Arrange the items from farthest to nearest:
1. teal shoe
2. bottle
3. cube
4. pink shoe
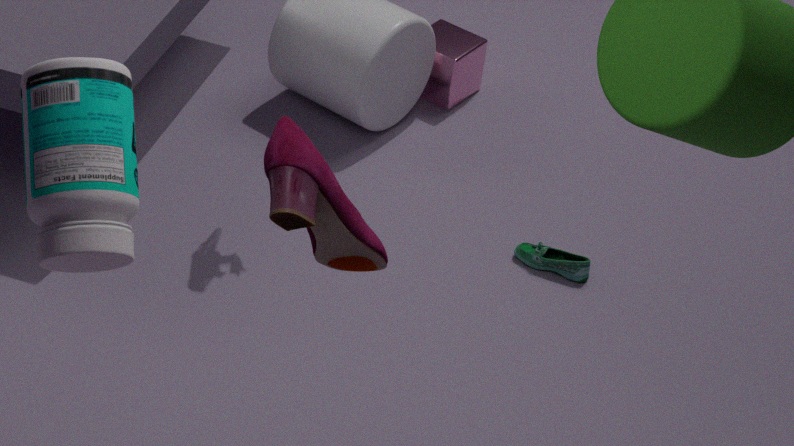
1. cube
2. teal shoe
3. pink shoe
4. bottle
